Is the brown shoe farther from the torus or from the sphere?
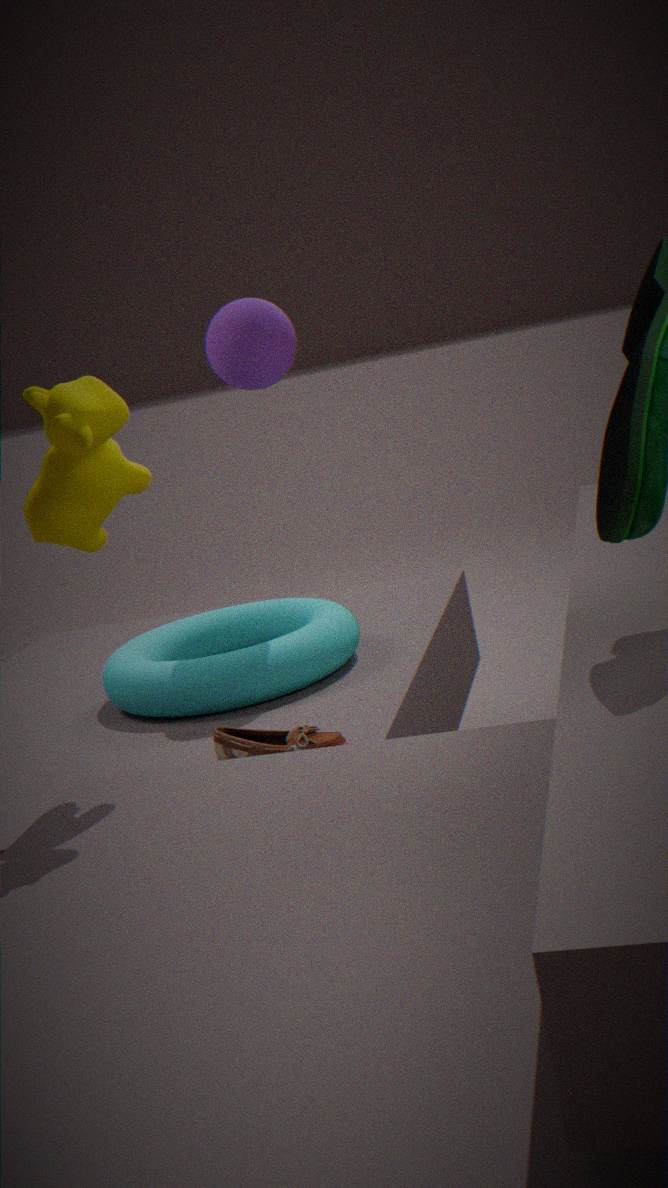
the sphere
